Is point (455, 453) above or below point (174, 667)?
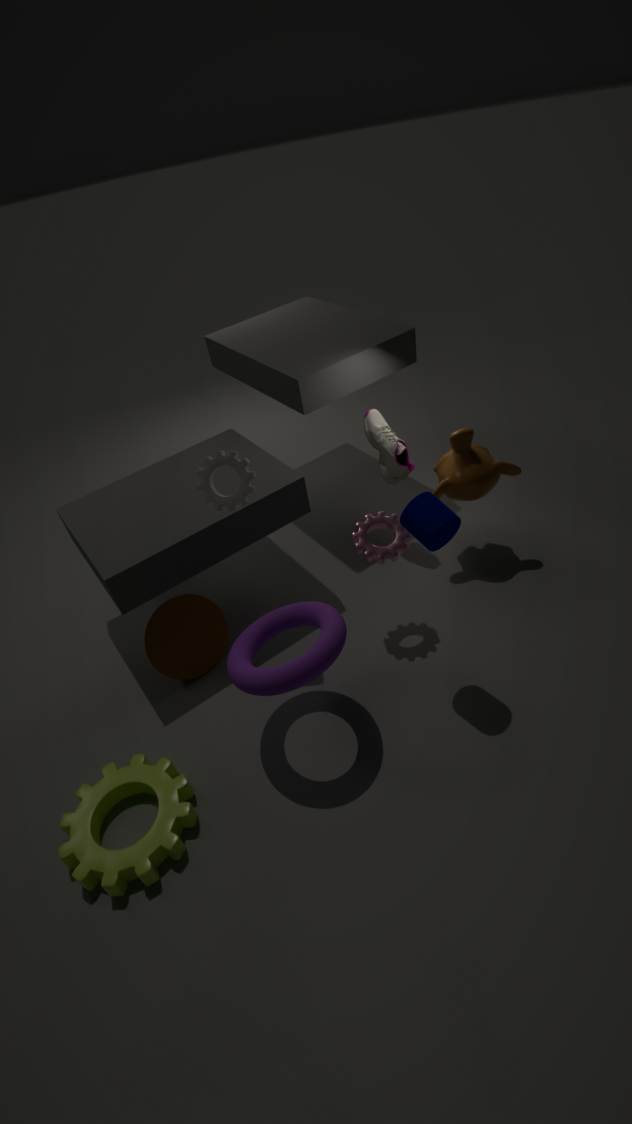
above
